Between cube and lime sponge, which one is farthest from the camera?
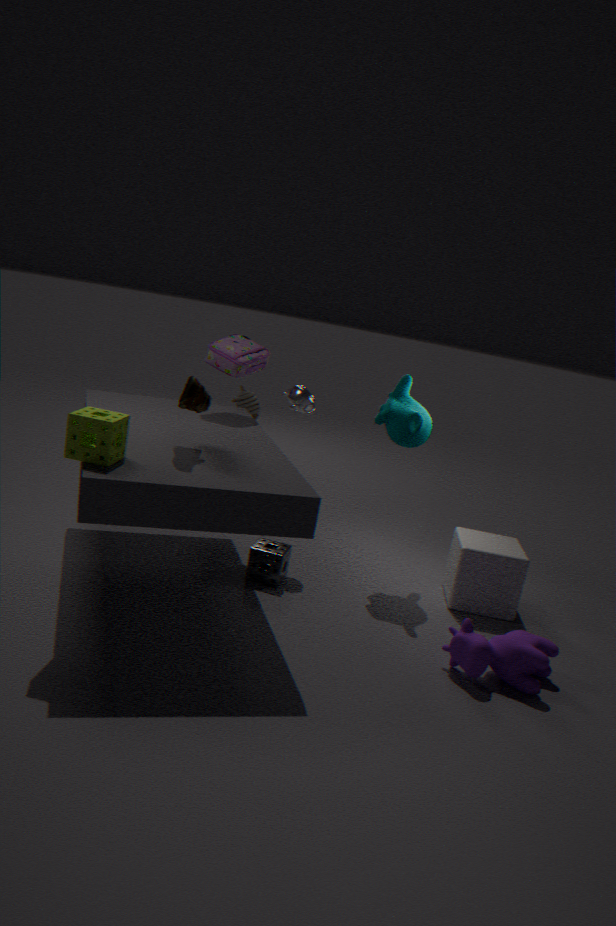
cube
